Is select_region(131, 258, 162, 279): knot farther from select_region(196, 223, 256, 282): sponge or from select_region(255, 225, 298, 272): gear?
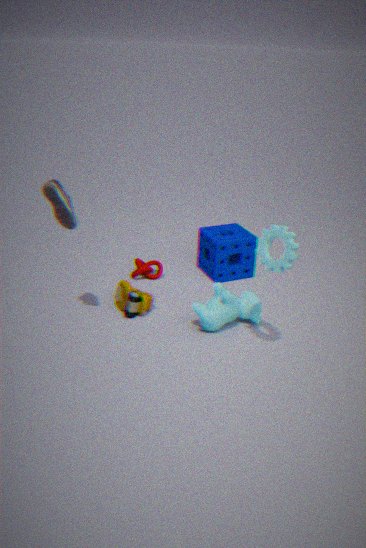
select_region(255, 225, 298, 272): gear
